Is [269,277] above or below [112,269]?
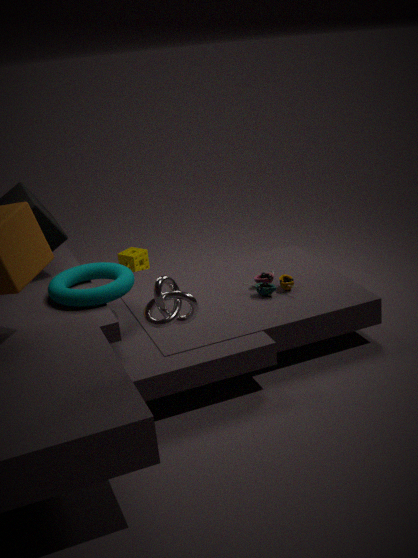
below
